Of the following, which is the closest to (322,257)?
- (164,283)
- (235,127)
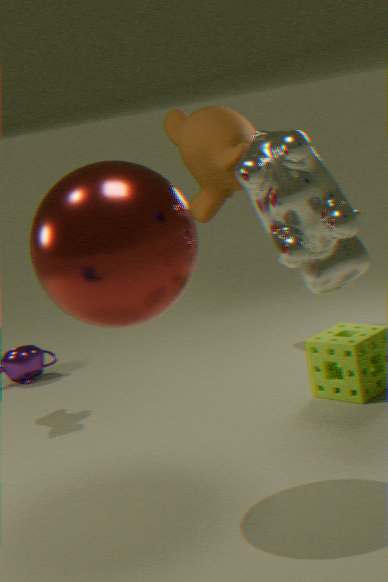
(164,283)
